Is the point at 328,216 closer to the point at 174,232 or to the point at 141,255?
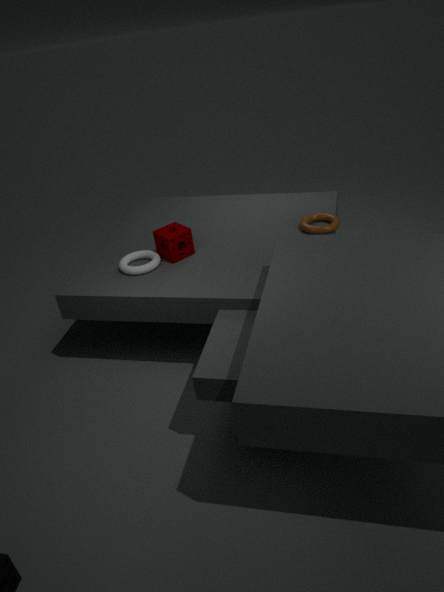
the point at 174,232
